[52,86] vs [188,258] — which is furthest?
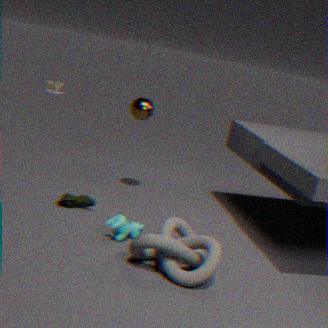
[52,86]
